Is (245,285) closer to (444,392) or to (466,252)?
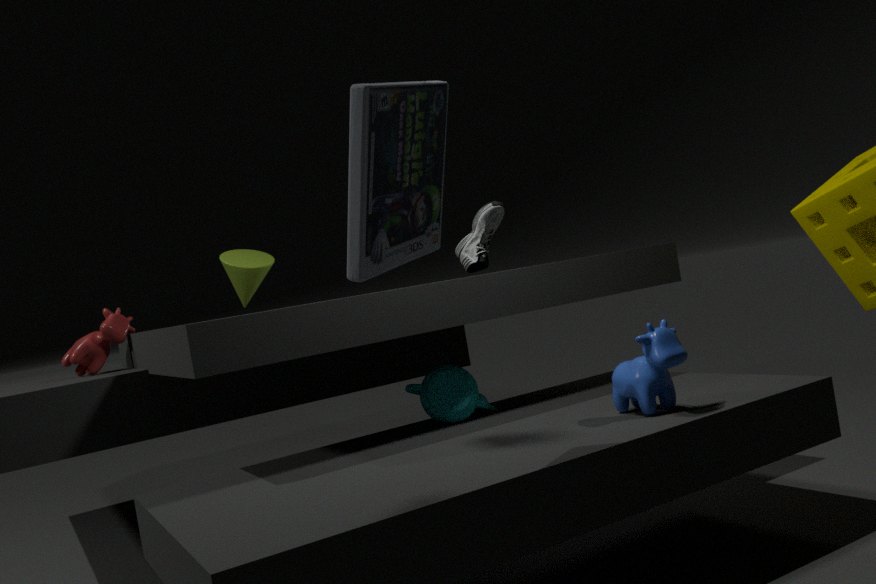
(444,392)
